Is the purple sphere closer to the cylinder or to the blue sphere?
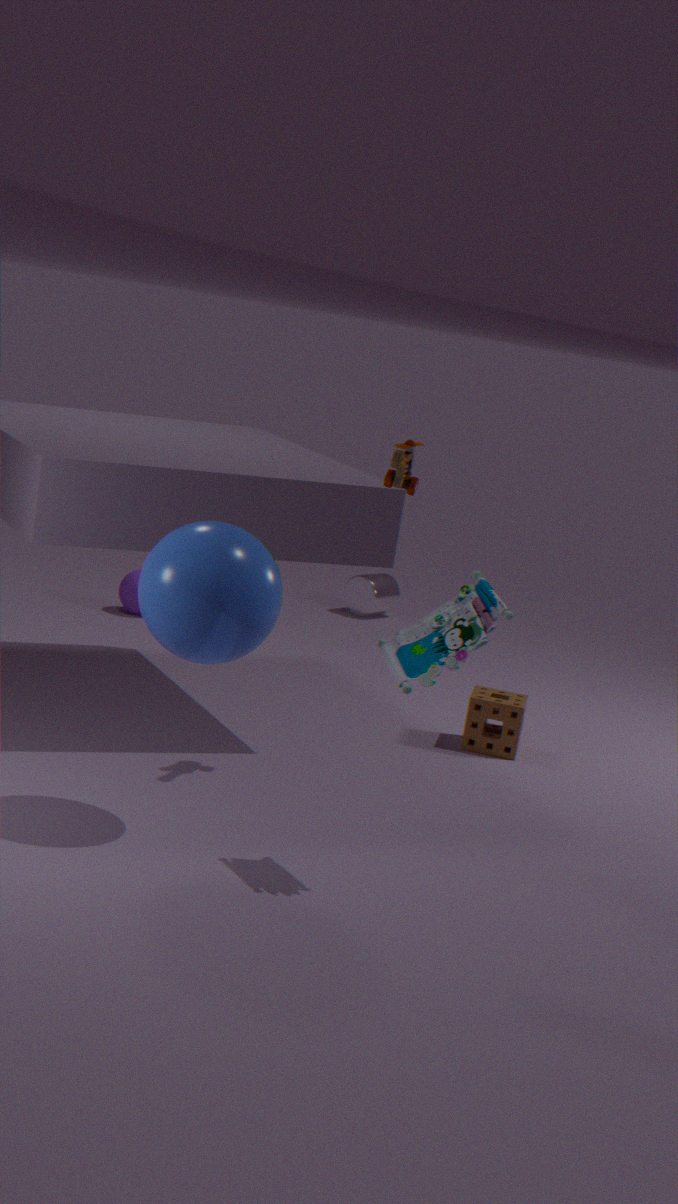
the cylinder
